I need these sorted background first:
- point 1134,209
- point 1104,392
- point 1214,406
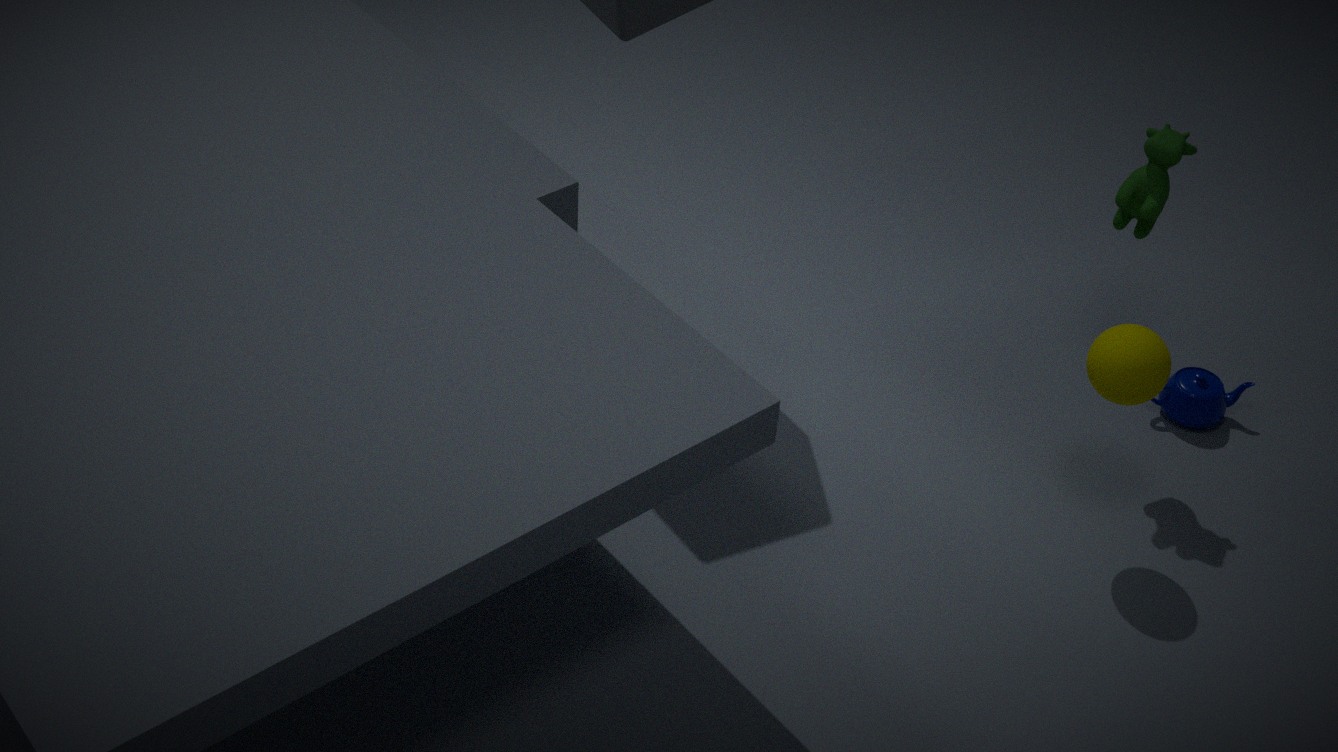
point 1214,406
point 1134,209
point 1104,392
